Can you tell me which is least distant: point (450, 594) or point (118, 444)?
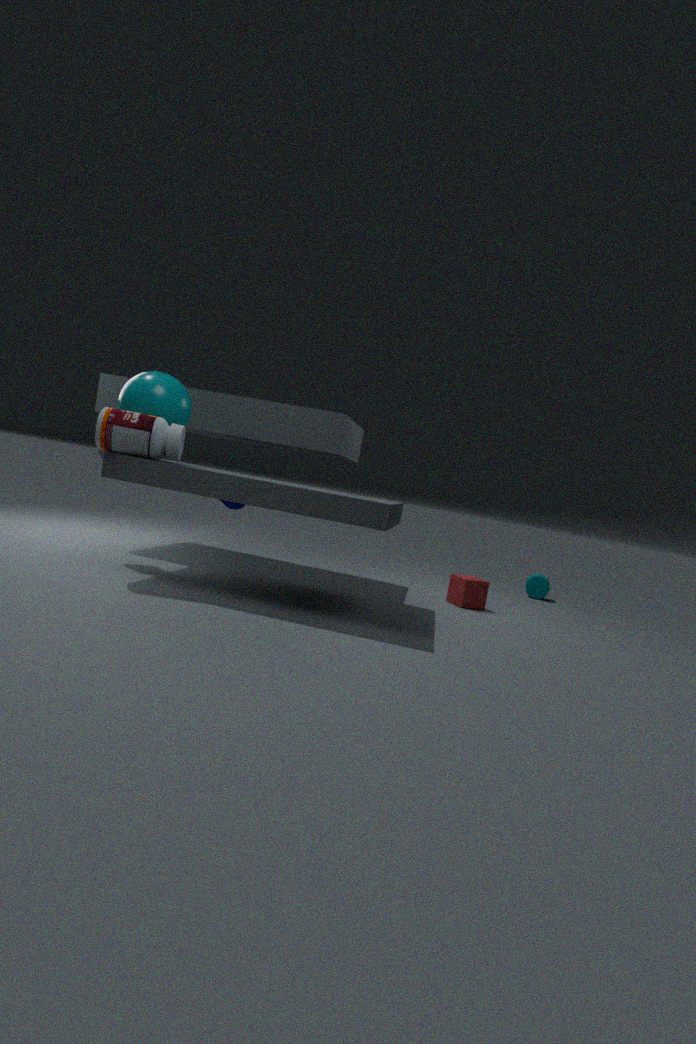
point (118, 444)
